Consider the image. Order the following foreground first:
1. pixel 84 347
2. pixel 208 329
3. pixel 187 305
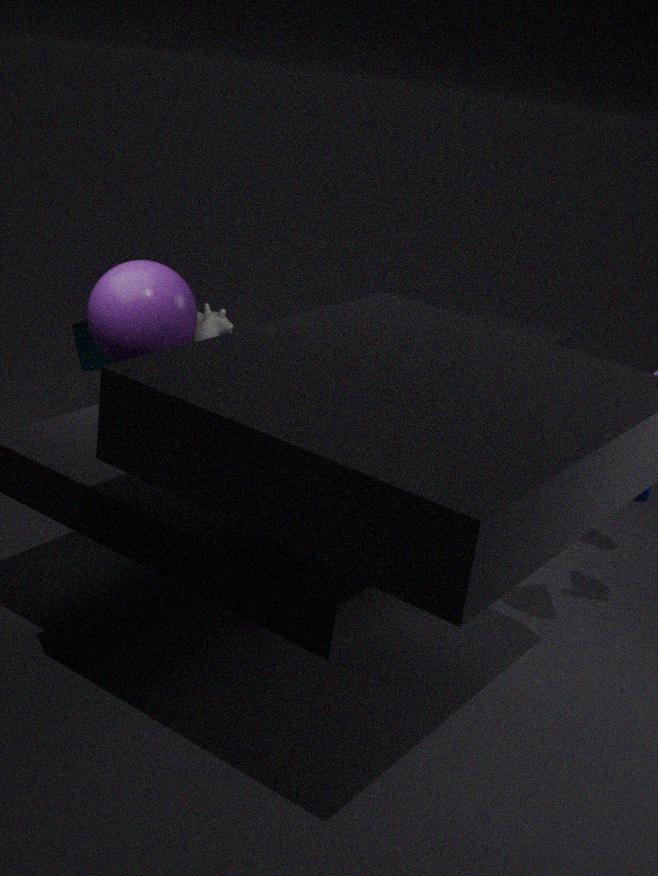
pixel 187 305 < pixel 84 347 < pixel 208 329
